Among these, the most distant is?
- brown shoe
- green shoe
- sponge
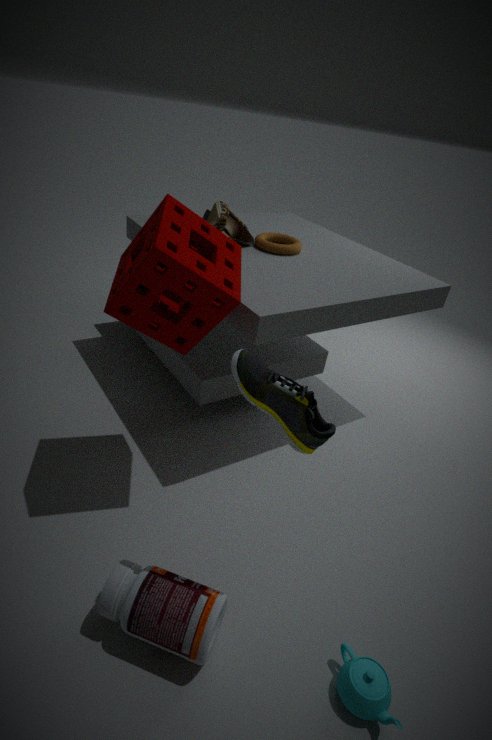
brown shoe
